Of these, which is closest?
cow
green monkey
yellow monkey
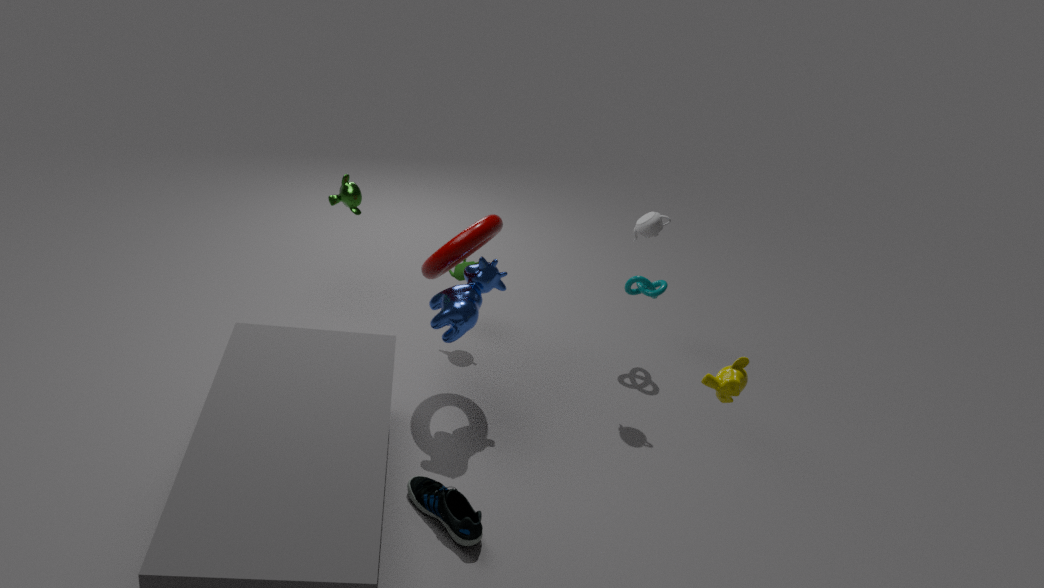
yellow monkey
